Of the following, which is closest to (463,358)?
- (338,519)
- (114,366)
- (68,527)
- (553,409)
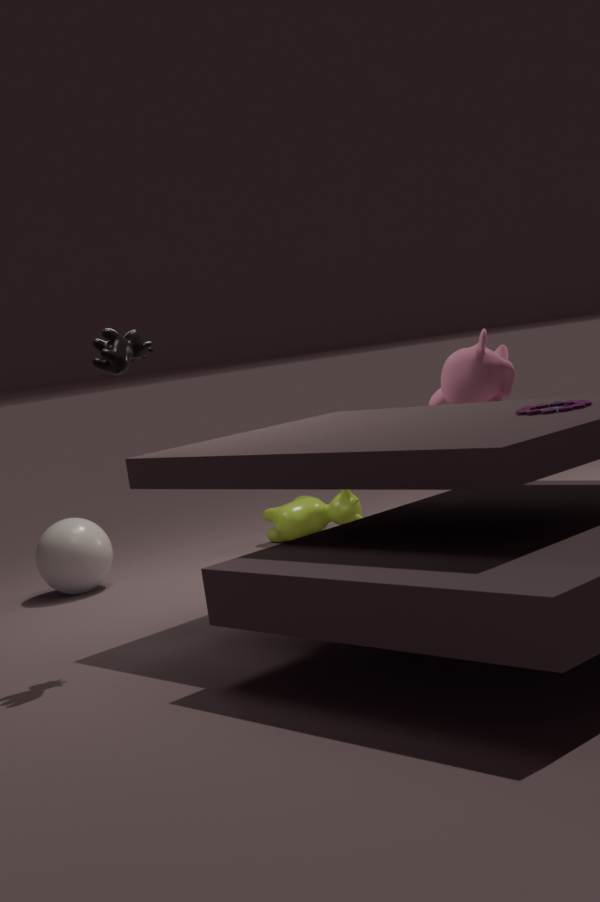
(338,519)
